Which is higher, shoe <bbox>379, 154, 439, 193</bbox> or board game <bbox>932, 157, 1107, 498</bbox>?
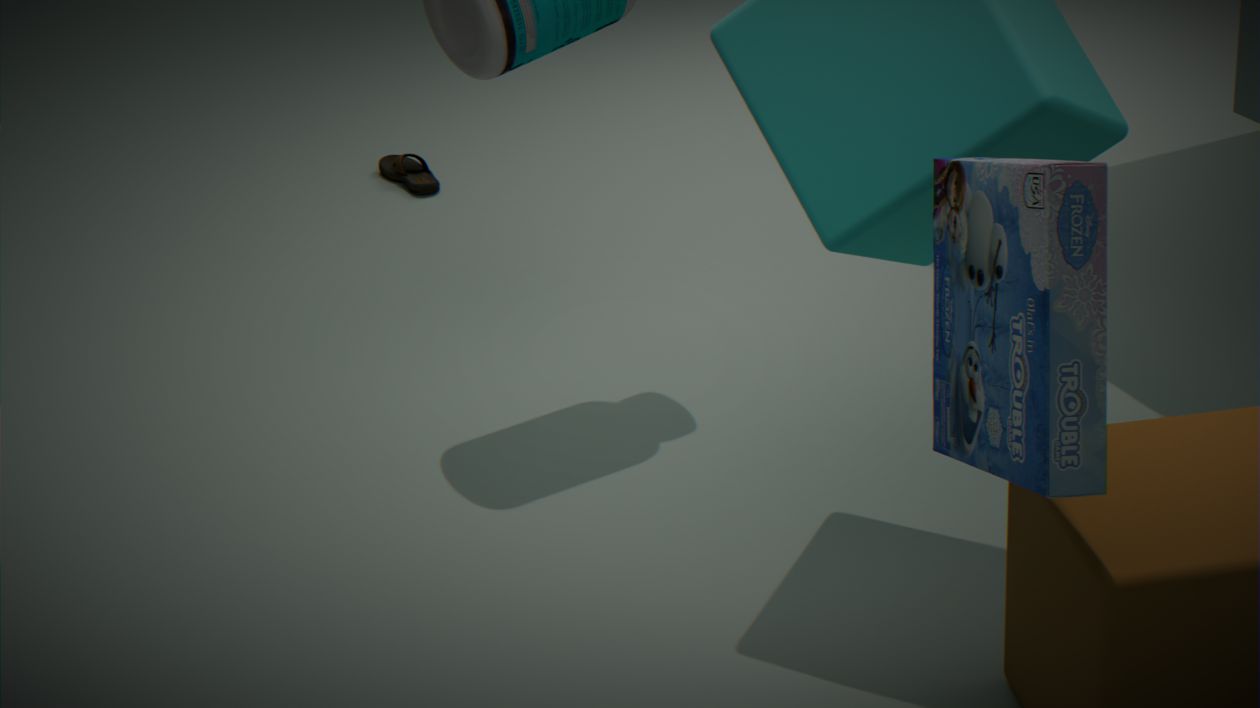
board game <bbox>932, 157, 1107, 498</bbox>
